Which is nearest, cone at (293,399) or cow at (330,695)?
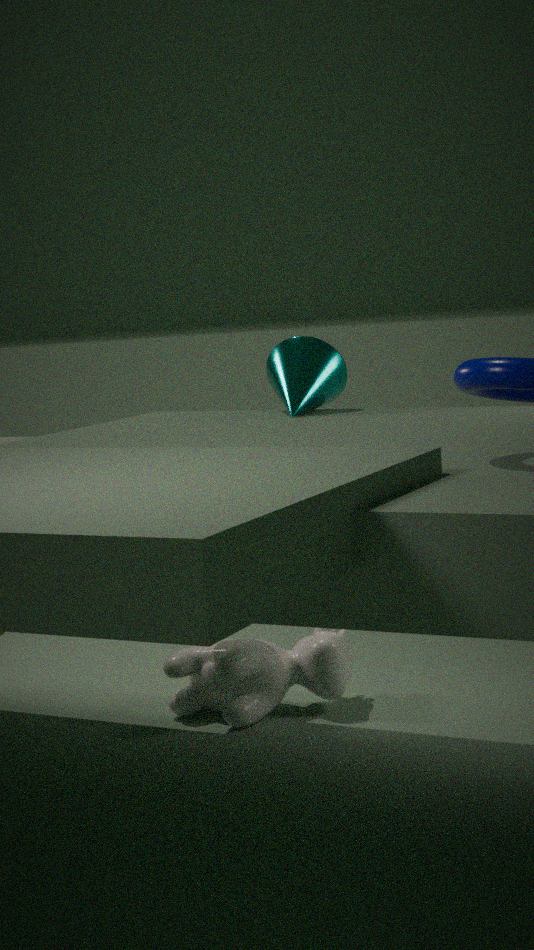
cone at (293,399)
